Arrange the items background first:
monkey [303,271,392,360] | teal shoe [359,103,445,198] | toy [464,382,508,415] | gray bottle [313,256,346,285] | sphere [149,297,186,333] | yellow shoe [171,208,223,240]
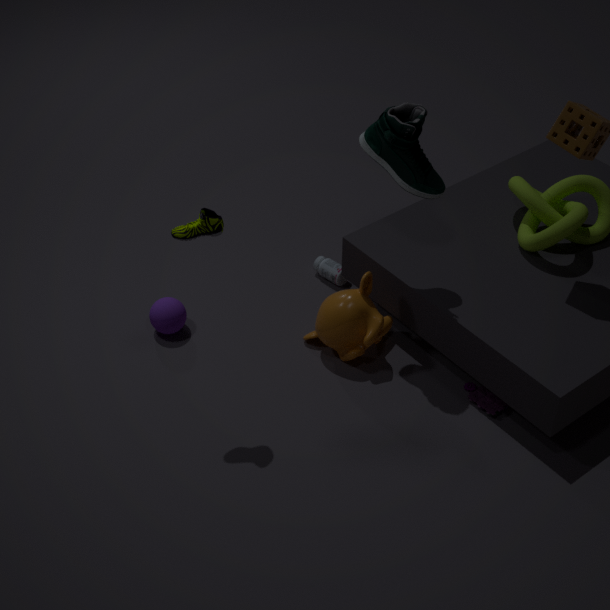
gray bottle [313,256,346,285] → sphere [149,297,186,333] → monkey [303,271,392,360] → toy [464,382,508,415] → teal shoe [359,103,445,198] → yellow shoe [171,208,223,240]
